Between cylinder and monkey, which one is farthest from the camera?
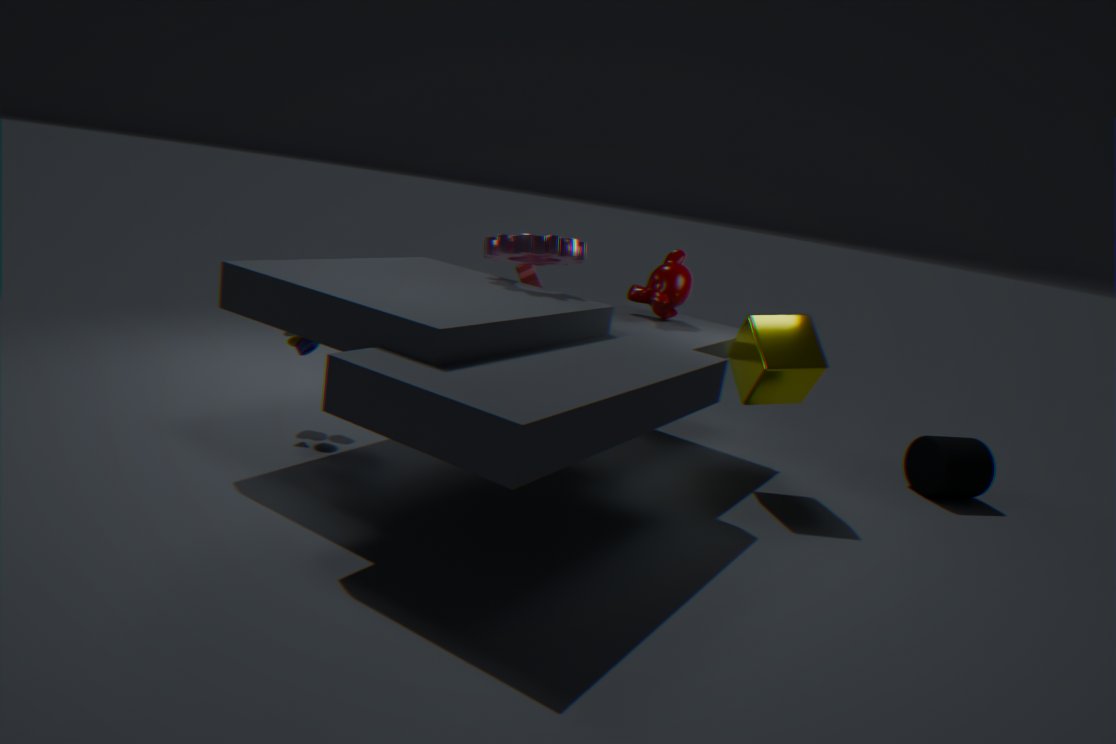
cylinder
